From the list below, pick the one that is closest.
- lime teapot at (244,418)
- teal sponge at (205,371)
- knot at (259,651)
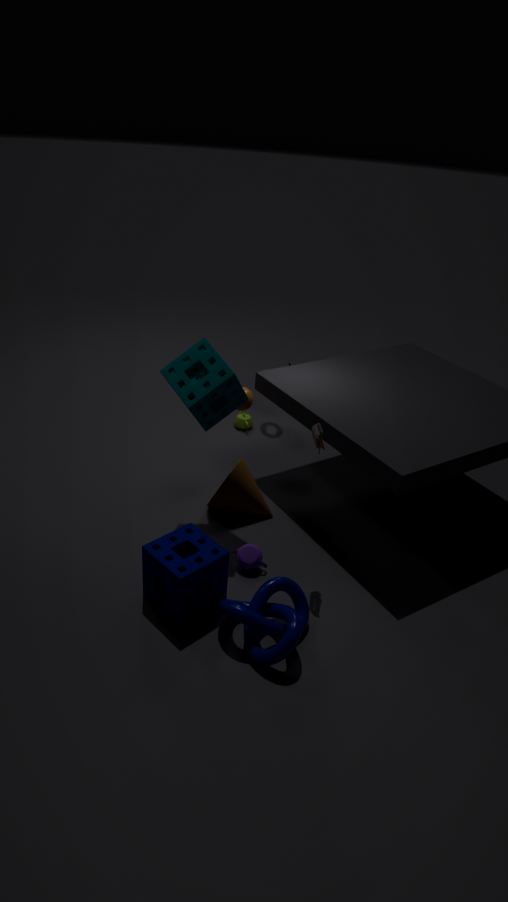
knot at (259,651)
